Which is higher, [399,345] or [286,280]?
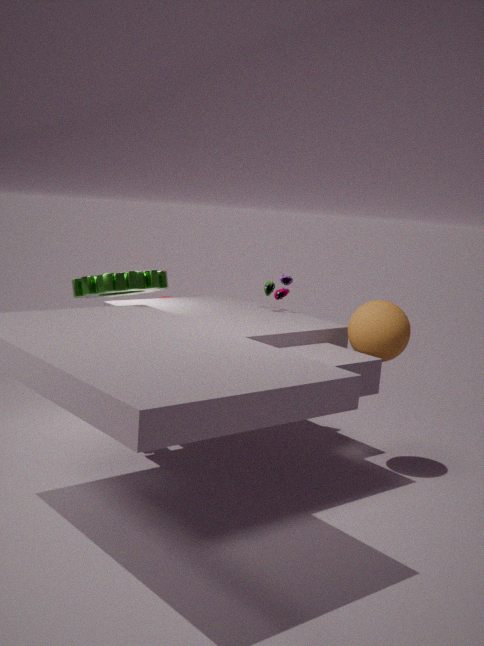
[286,280]
